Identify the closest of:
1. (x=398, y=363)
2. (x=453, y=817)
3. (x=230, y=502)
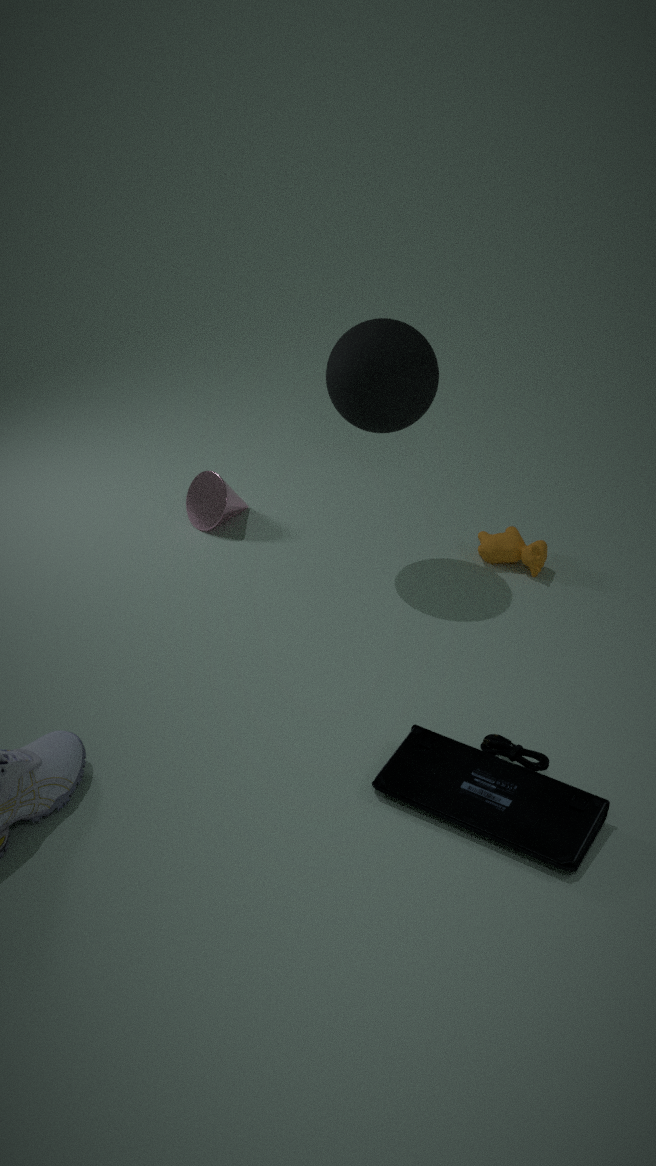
(x=453, y=817)
